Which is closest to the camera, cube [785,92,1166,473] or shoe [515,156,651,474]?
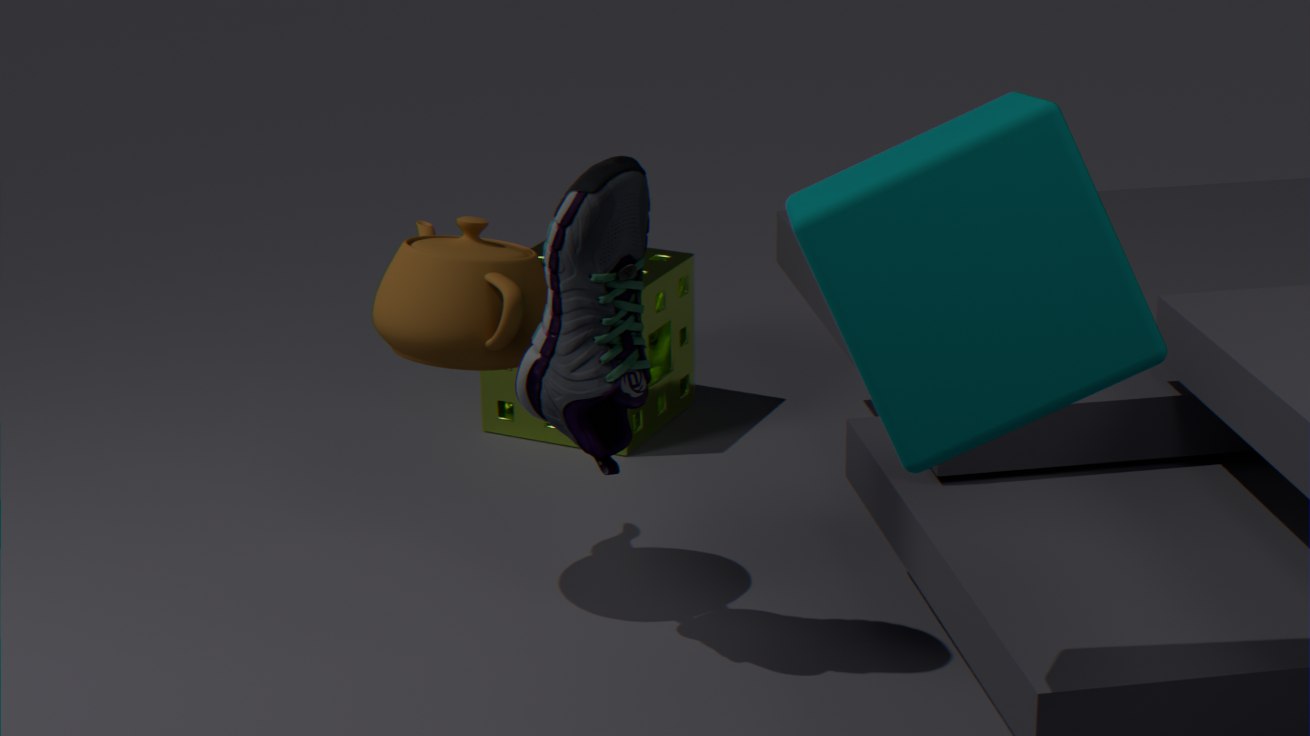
cube [785,92,1166,473]
